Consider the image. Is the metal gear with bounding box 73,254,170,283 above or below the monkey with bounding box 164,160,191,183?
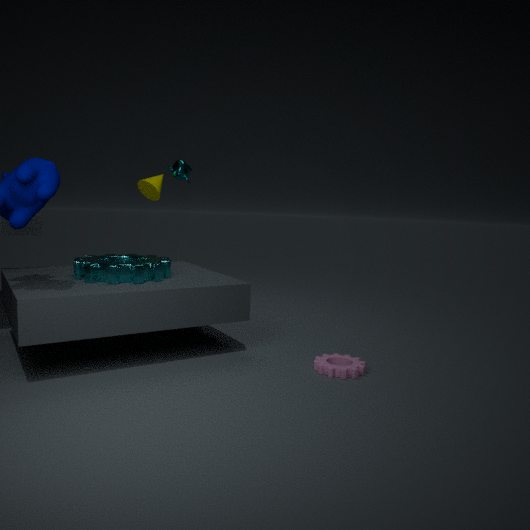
below
